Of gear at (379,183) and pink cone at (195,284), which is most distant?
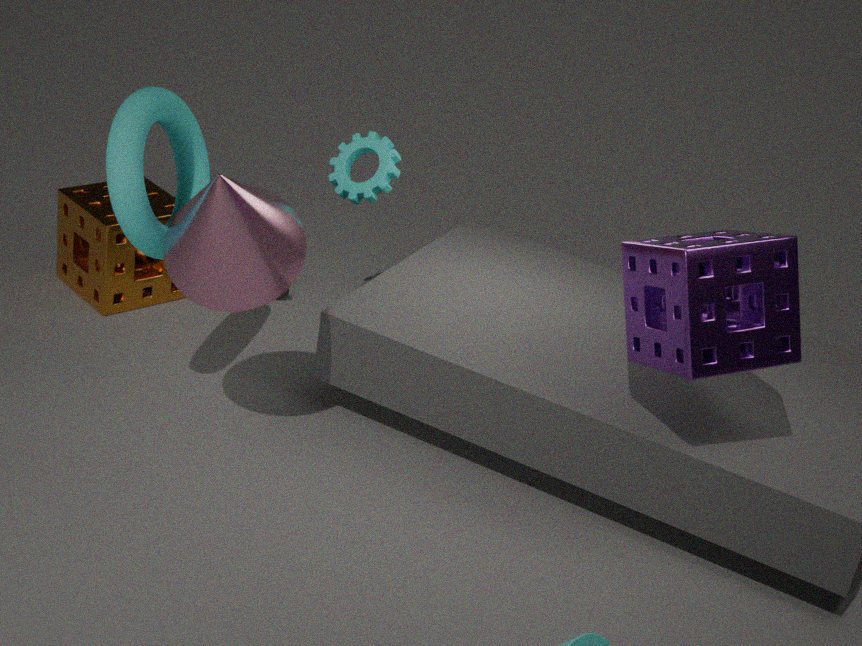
gear at (379,183)
